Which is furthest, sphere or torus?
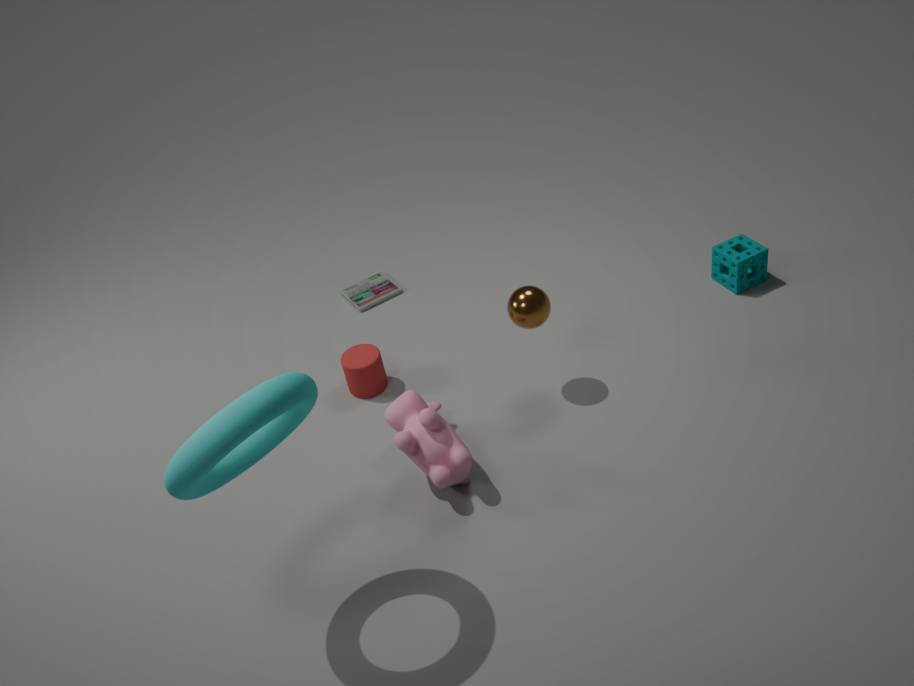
sphere
